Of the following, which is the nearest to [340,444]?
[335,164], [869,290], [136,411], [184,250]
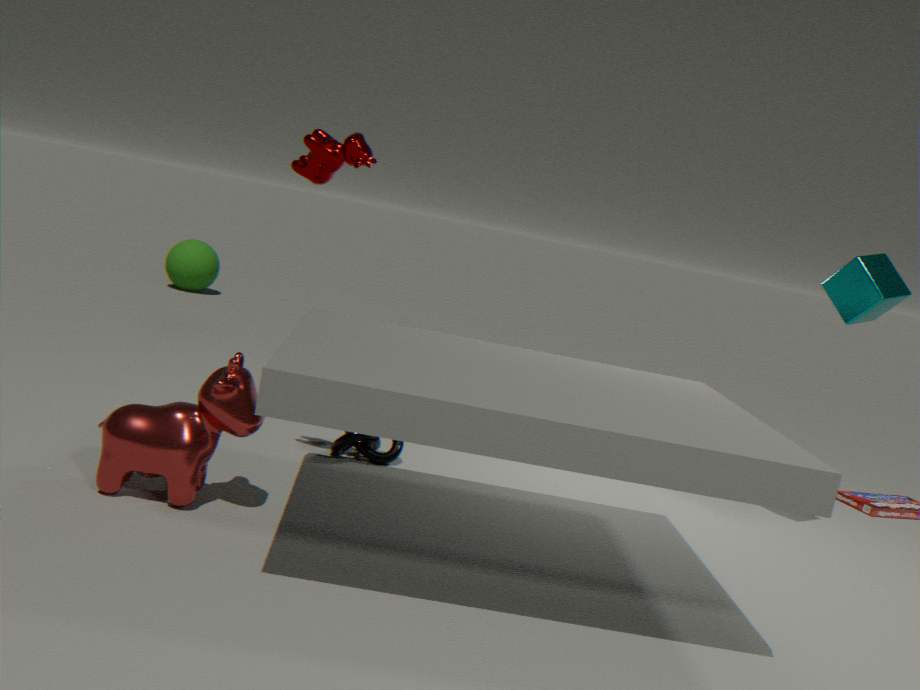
[136,411]
